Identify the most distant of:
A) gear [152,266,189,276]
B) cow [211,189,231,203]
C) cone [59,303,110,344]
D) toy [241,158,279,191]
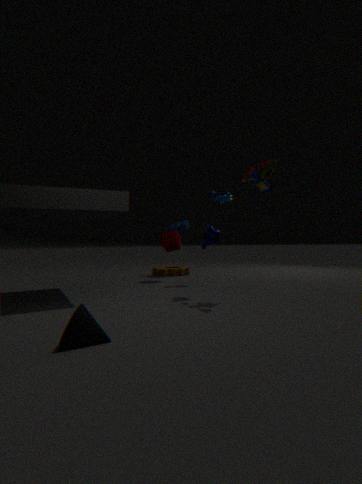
gear [152,266,189,276]
